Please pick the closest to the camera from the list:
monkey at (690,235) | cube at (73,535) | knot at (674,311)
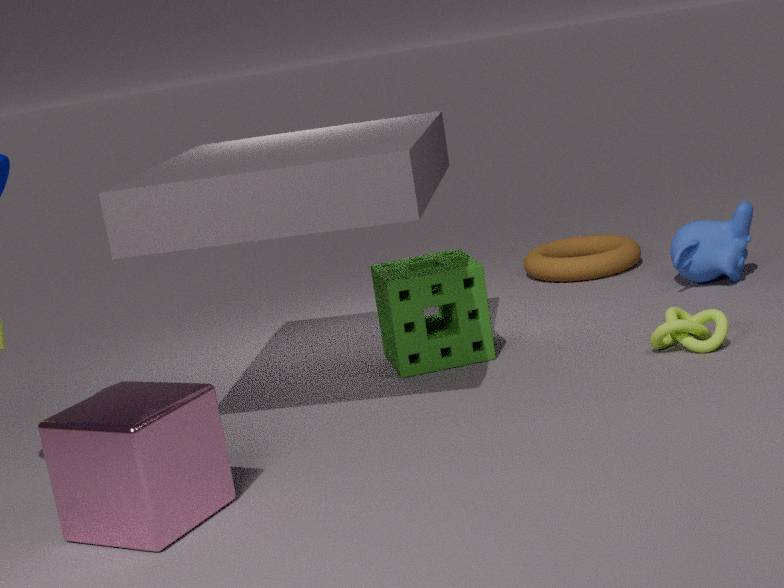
cube at (73,535)
